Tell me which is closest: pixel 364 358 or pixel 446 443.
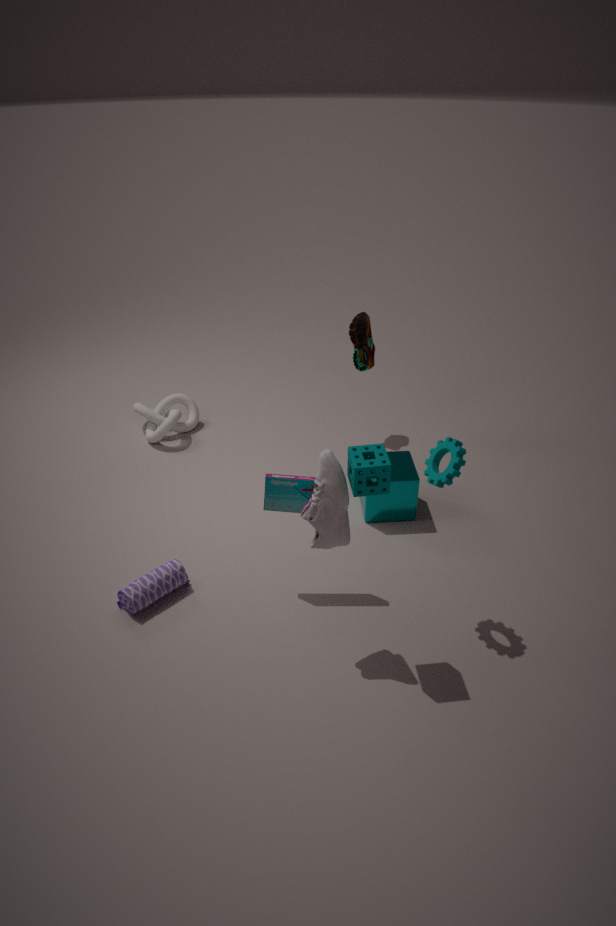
pixel 446 443
